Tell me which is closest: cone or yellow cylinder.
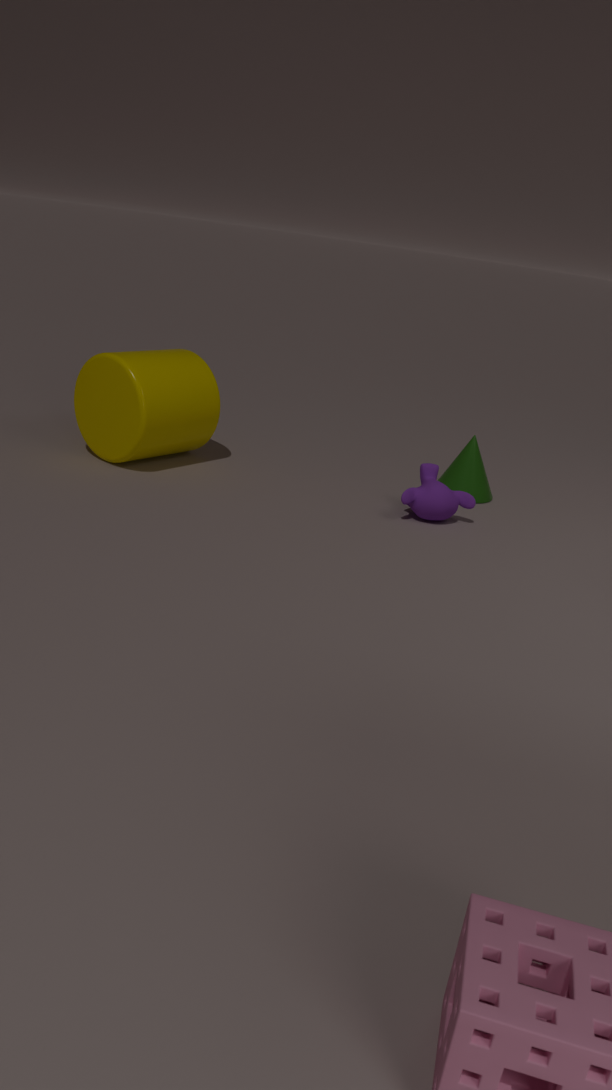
yellow cylinder
